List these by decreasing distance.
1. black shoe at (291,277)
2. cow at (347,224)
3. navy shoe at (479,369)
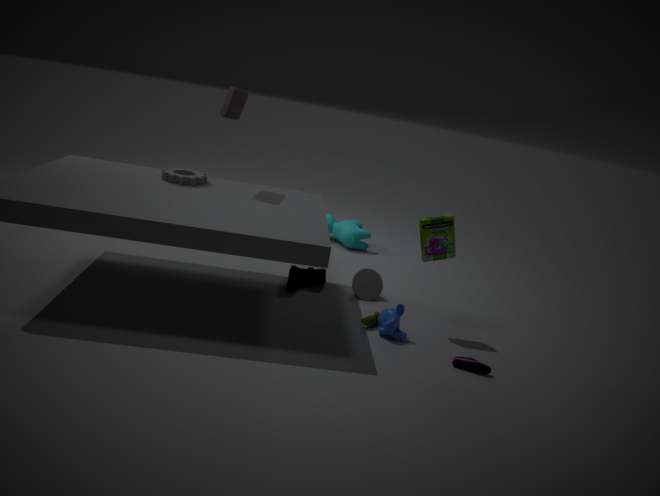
cow at (347,224) < black shoe at (291,277) < navy shoe at (479,369)
